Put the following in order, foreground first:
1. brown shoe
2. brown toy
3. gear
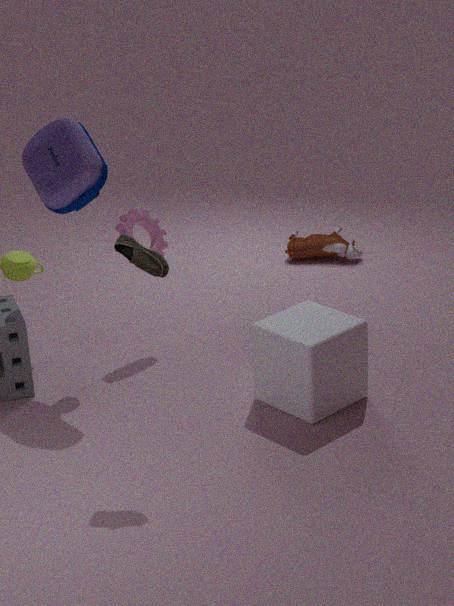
brown shoe < gear < brown toy
